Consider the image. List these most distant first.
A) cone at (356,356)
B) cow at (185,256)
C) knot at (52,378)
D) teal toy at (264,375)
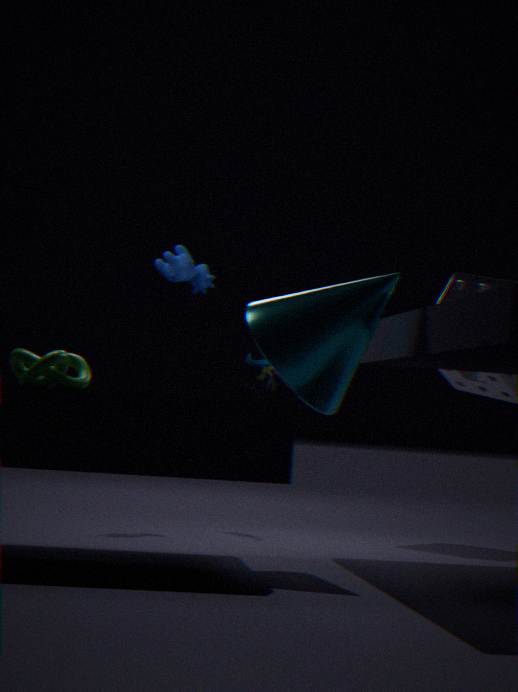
teal toy at (264,375)
cow at (185,256)
knot at (52,378)
cone at (356,356)
